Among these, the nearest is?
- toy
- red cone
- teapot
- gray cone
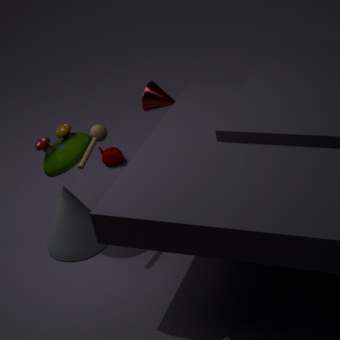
toy
